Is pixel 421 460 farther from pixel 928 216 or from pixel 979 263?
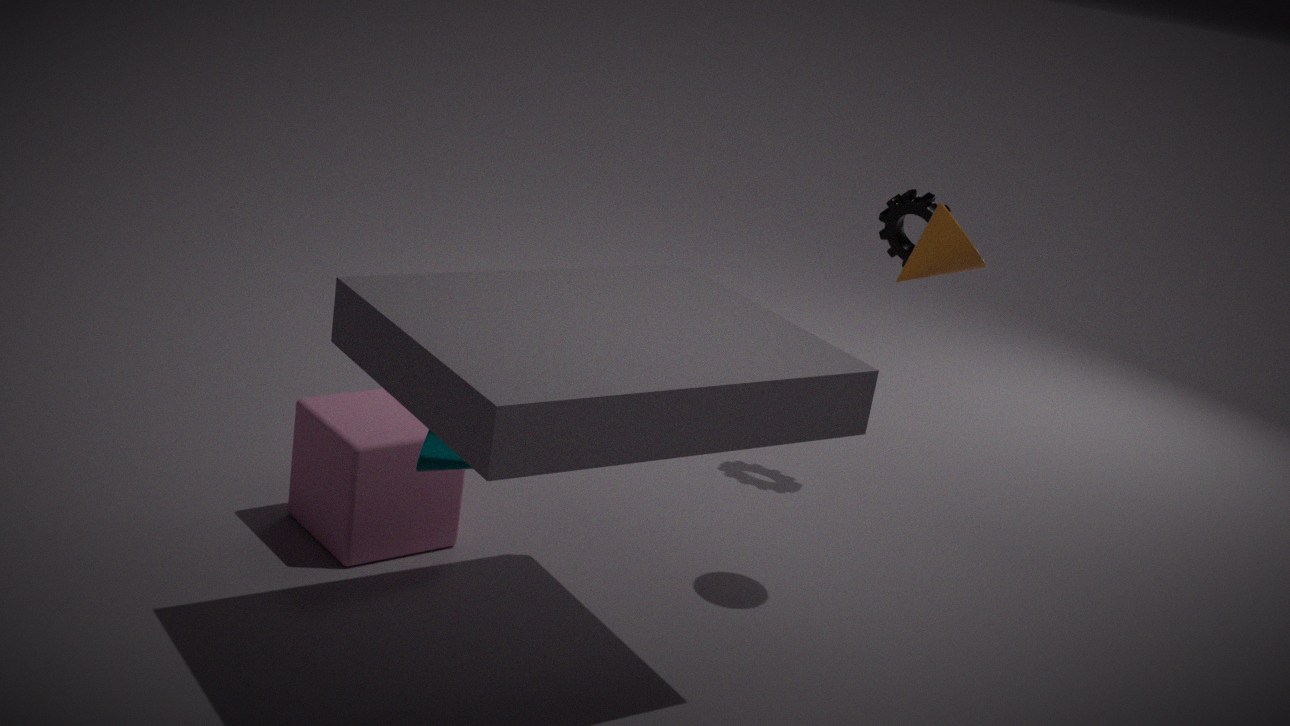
pixel 928 216
